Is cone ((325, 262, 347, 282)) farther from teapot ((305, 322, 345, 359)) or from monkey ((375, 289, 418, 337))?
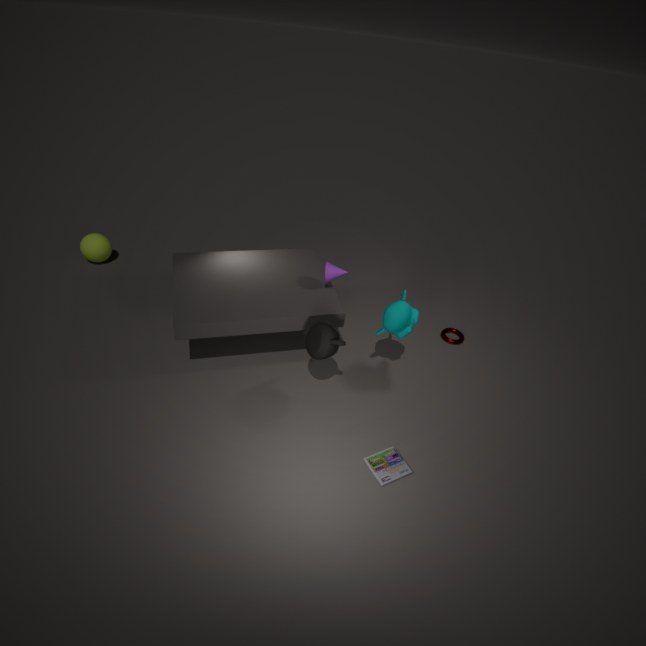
teapot ((305, 322, 345, 359))
